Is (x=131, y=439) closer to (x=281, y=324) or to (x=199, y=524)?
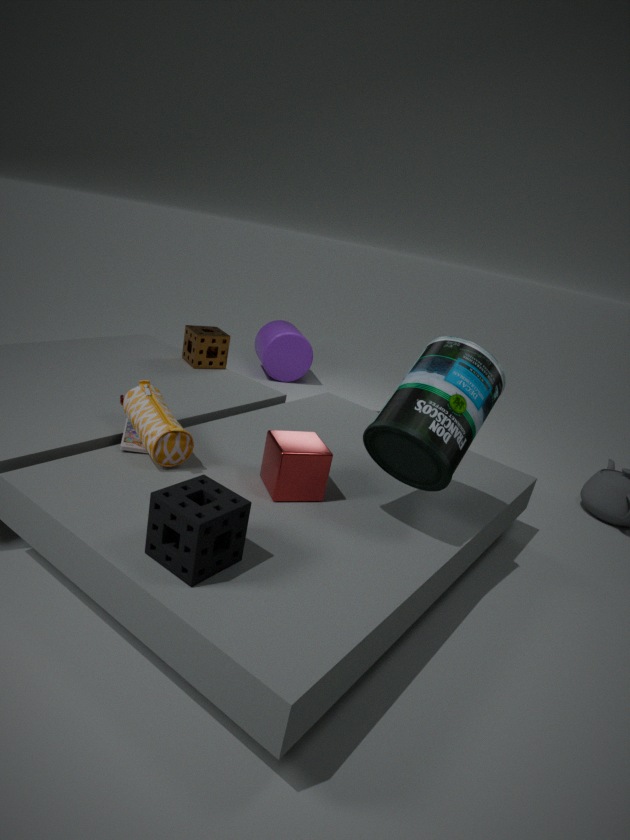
(x=199, y=524)
